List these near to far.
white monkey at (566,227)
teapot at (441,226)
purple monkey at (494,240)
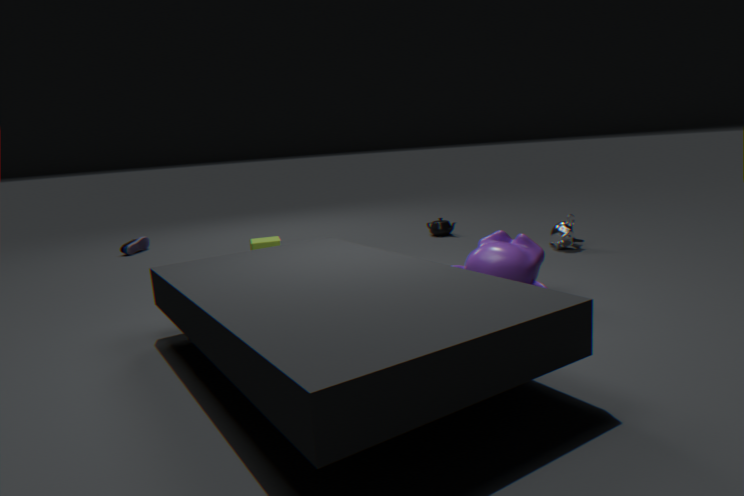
purple monkey at (494,240) < white monkey at (566,227) < teapot at (441,226)
